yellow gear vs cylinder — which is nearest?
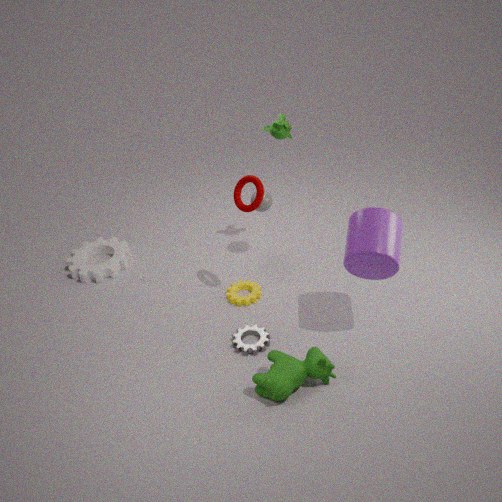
cylinder
